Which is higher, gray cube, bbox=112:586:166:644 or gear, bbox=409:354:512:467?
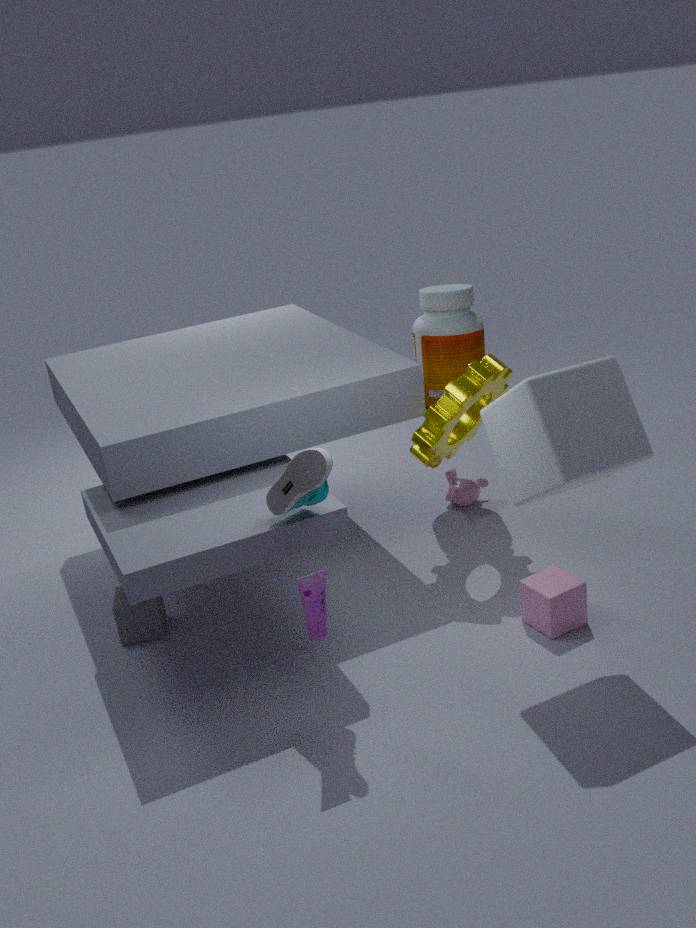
gear, bbox=409:354:512:467
